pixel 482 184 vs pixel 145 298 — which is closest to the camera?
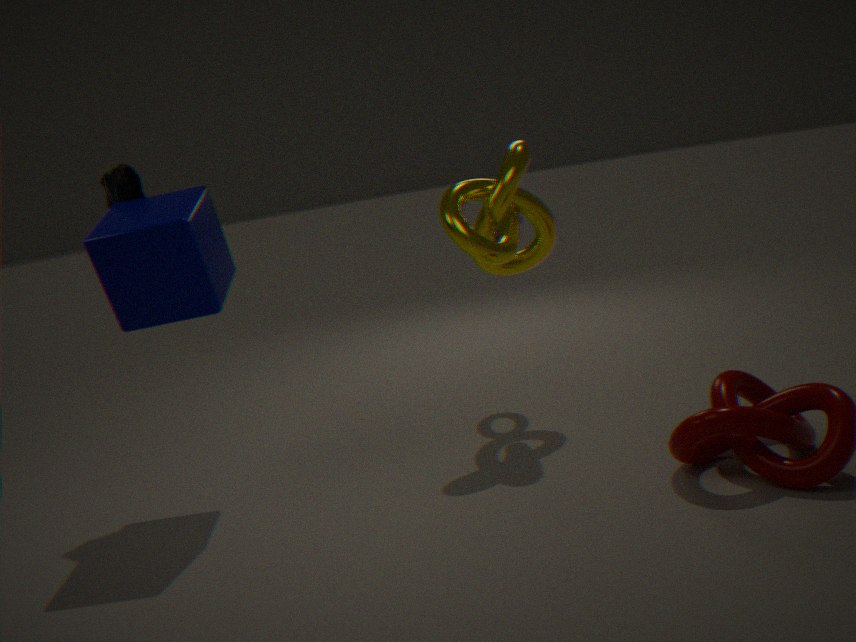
pixel 145 298
